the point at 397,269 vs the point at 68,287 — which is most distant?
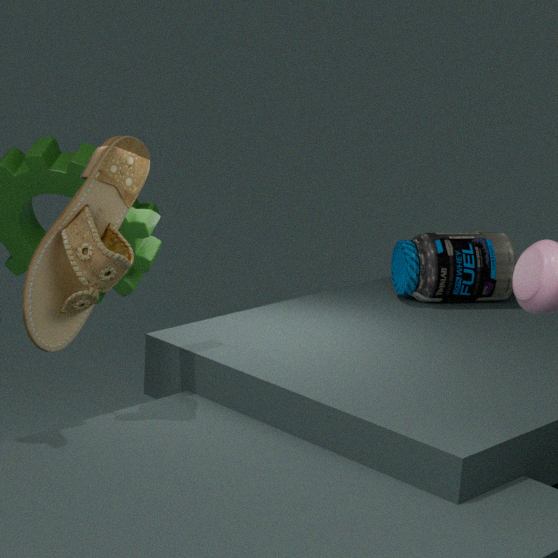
the point at 397,269
